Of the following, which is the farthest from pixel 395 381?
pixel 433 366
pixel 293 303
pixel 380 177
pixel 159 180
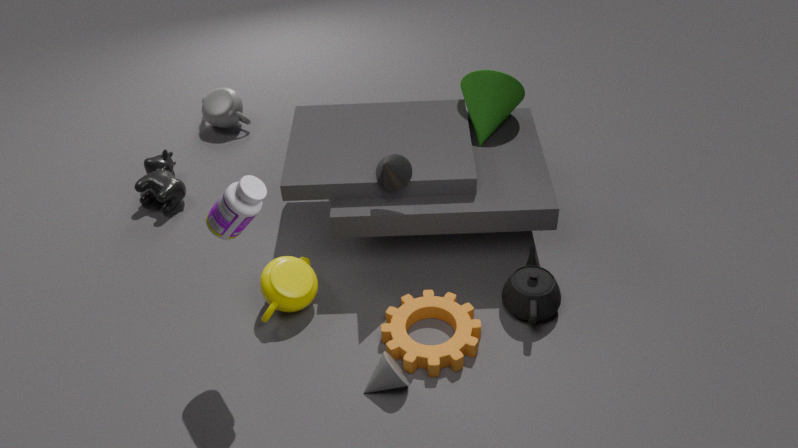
pixel 159 180
